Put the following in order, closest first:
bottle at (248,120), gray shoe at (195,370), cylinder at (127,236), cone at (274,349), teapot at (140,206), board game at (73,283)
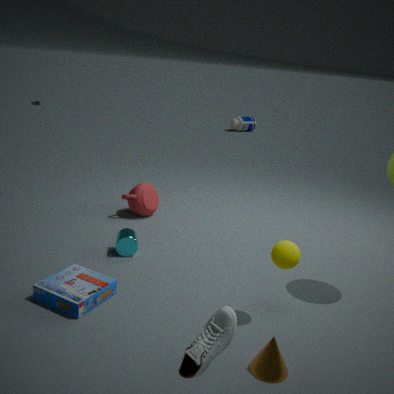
1. gray shoe at (195,370)
2. cone at (274,349)
3. board game at (73,283)
4. cylinder at (127,236)
5. teapot at (140,206)
6. bottle at (248,120)
